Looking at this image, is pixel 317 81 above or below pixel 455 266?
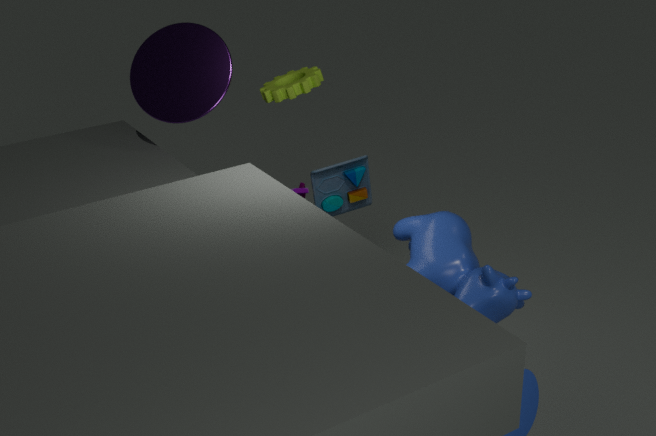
above
